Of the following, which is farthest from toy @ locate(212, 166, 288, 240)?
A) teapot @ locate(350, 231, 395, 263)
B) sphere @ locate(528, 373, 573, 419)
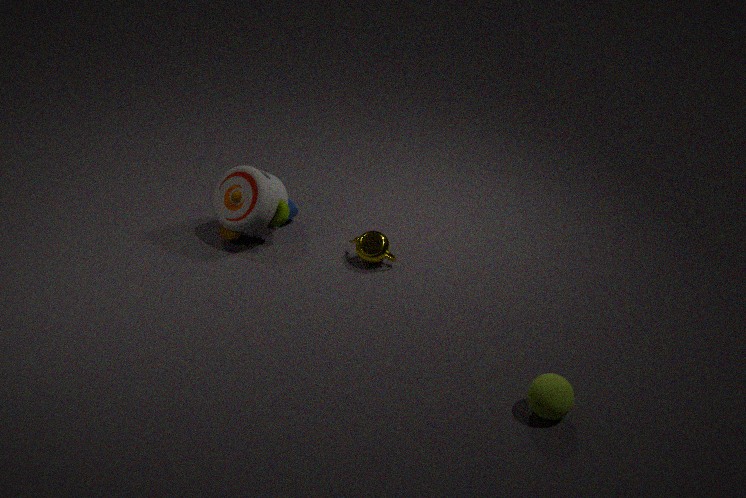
sphere @ locate(528, 373, 573, 419)
